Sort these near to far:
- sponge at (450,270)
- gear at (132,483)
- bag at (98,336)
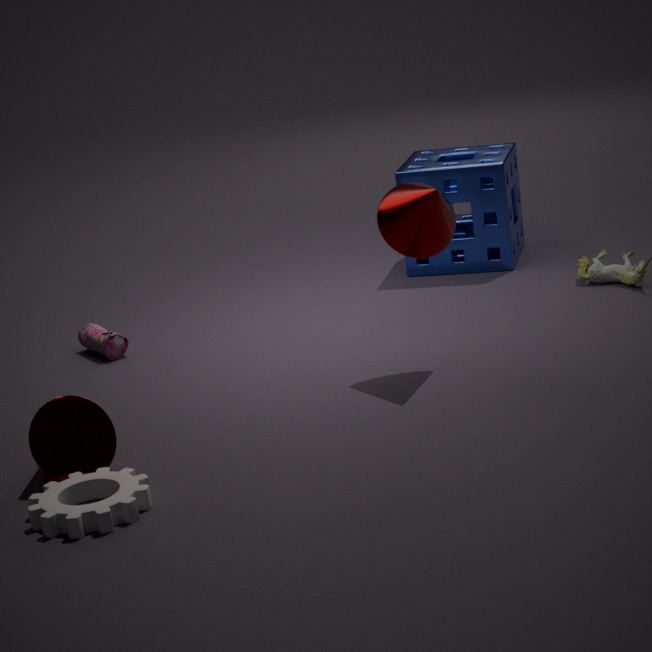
1. gear at (132,483)
2. bag at (98,336)
3. sponge at (450,270)
